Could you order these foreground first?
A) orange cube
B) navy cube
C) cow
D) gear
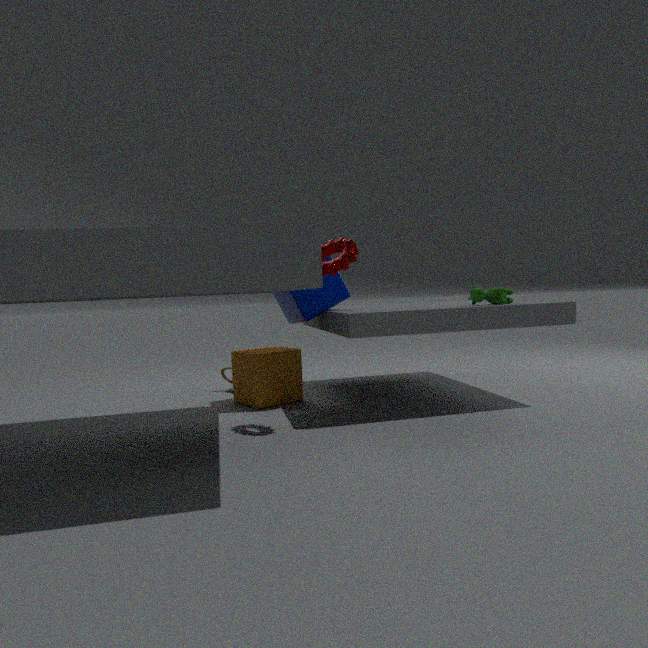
1. gear
2. cow
3. navy cube
4. orange cube
